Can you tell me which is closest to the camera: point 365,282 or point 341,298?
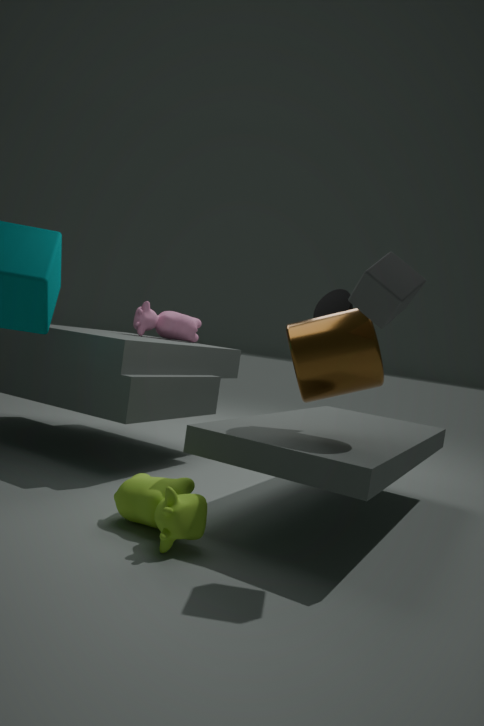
point 365,282
